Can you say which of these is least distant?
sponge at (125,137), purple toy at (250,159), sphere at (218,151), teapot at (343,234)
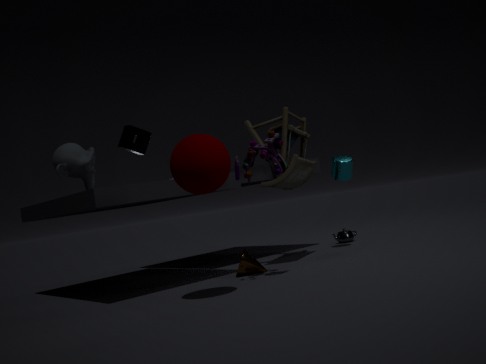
sphere at (218,151)
